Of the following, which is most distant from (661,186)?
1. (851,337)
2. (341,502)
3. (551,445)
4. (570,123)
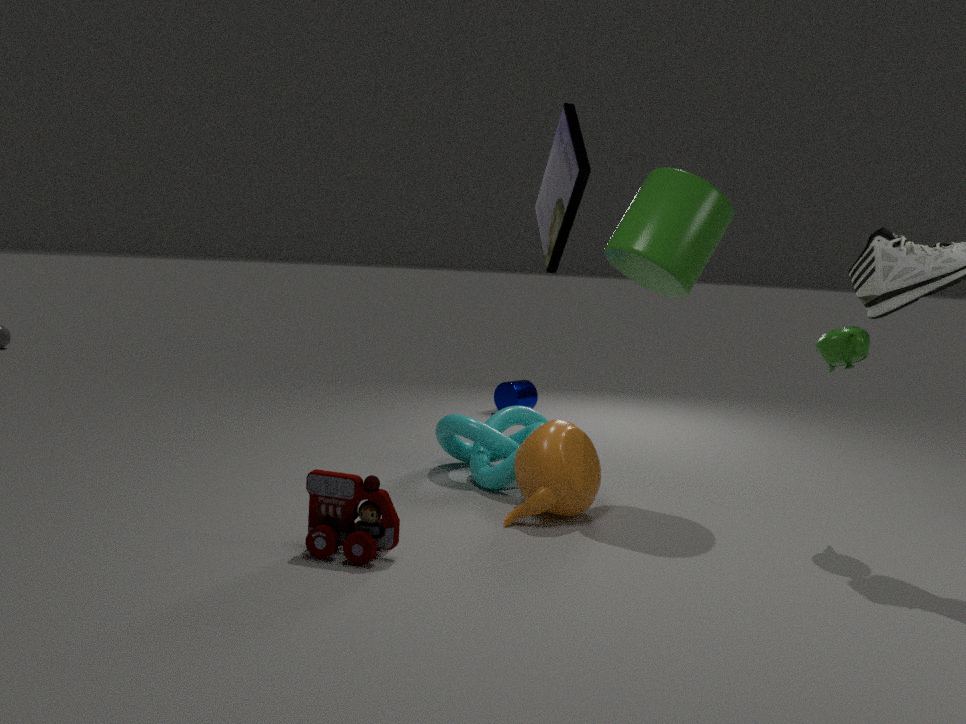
(341,502)
